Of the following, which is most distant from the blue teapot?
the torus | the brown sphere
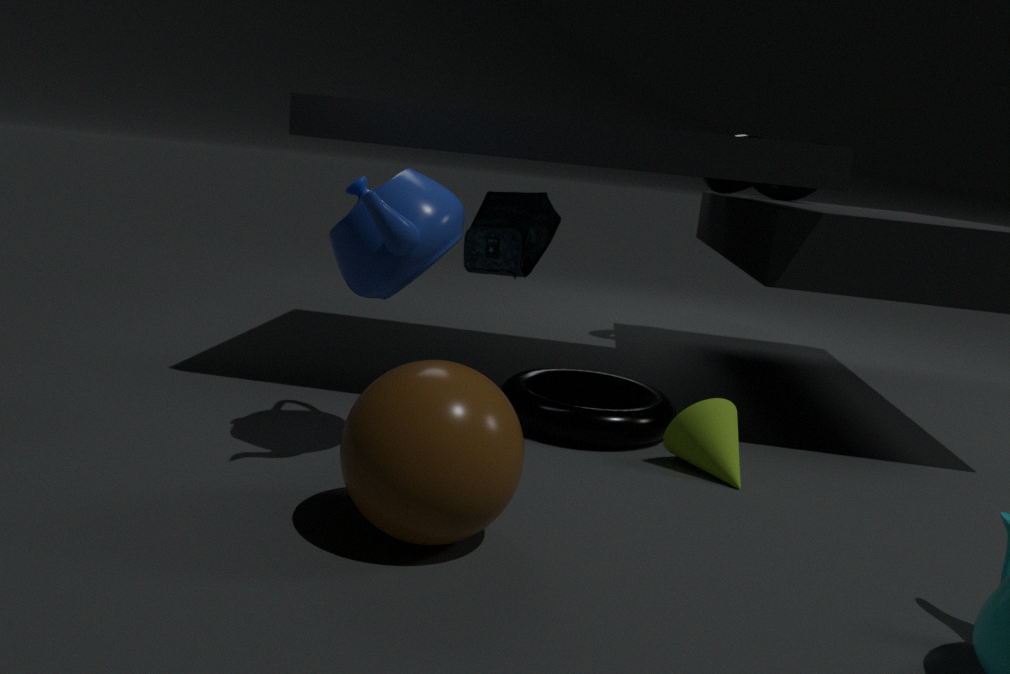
the torus
